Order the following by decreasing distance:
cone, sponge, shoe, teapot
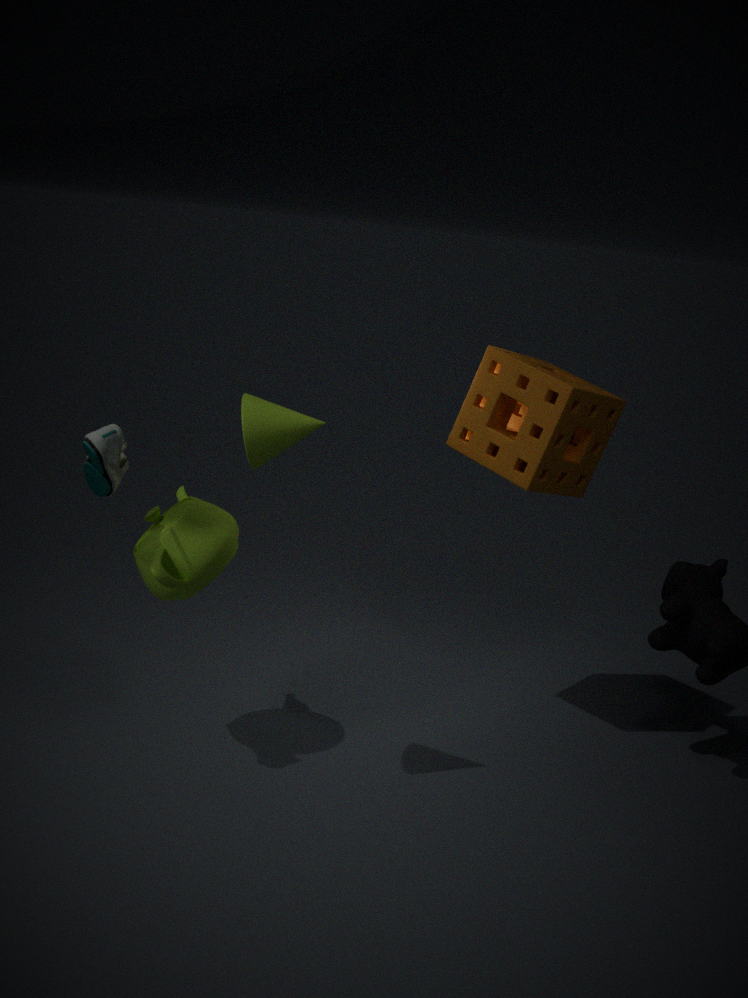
1. sponge
2. teapot
3. cone
4. shoe
